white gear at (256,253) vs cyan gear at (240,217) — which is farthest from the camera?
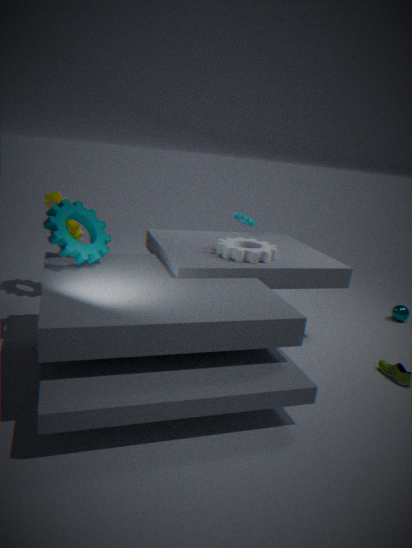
cyan gear at (240,217)
